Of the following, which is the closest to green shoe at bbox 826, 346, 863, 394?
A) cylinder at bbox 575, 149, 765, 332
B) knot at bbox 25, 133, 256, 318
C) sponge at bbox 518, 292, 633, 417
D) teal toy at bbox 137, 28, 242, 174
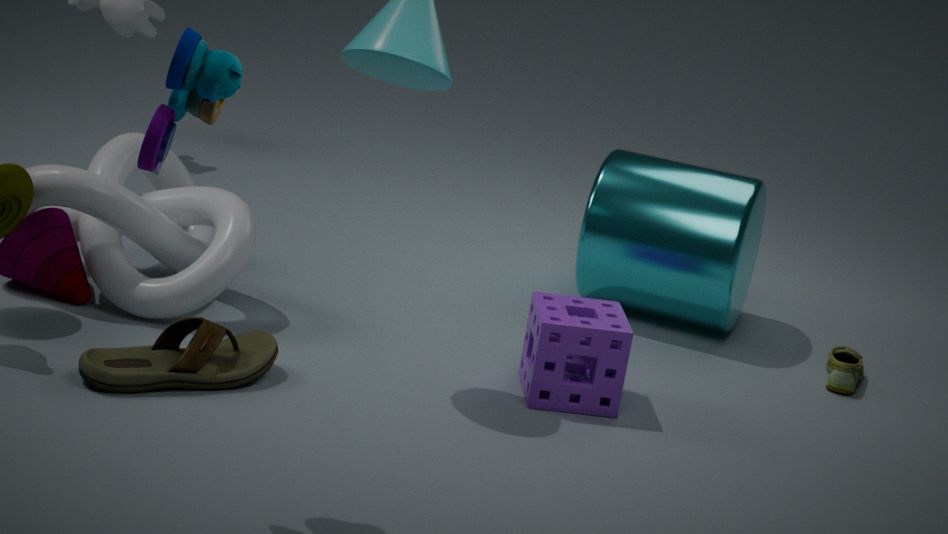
cylinder at bbox 575, 149, 765, 332
